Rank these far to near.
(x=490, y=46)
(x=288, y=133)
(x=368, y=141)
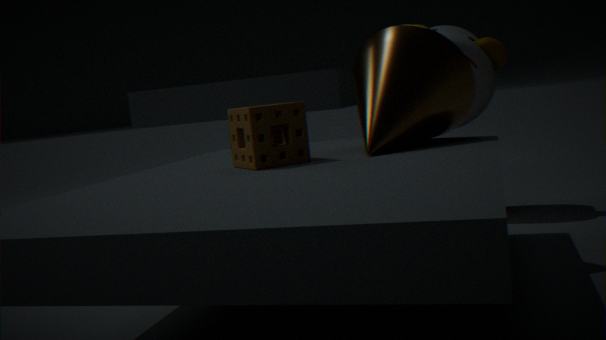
1. (x=490, y=46)
2. (x=368, y=141)
3. (x=288, y=133)
